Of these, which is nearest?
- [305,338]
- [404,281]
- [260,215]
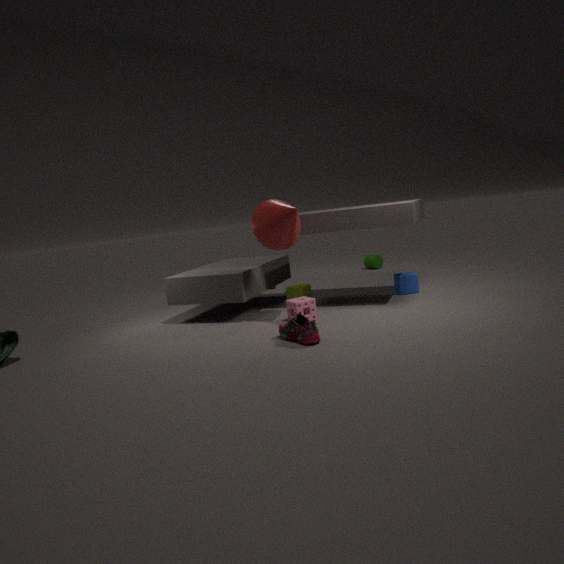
[305,338]
